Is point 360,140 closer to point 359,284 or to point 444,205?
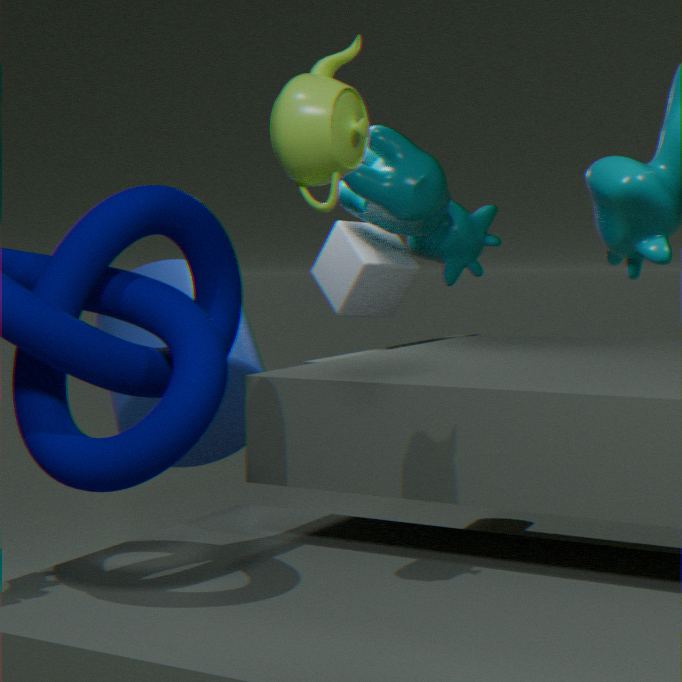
point 444,205
